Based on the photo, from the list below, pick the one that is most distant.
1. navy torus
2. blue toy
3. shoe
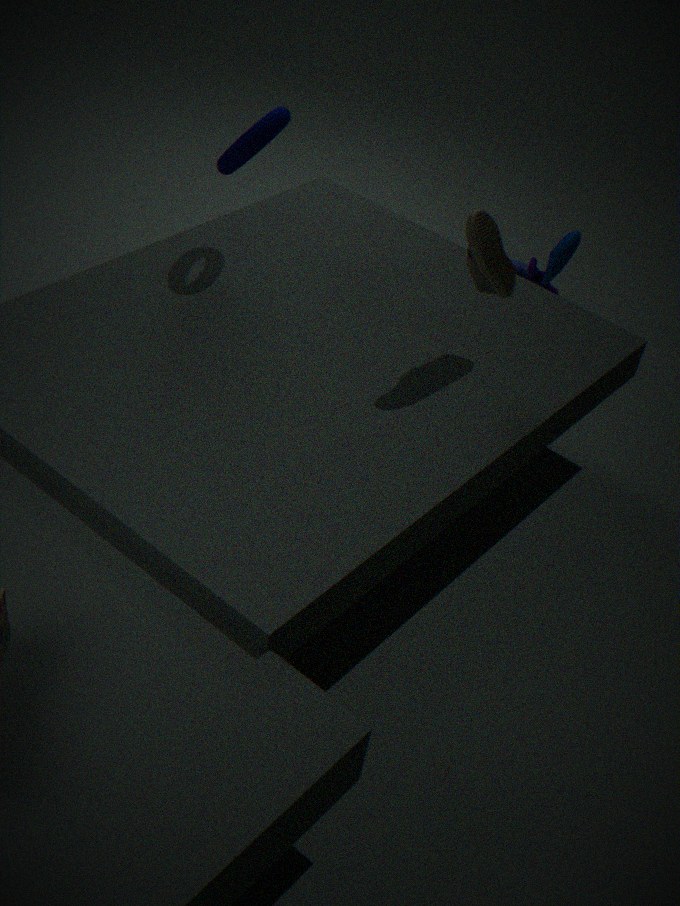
blue toy
